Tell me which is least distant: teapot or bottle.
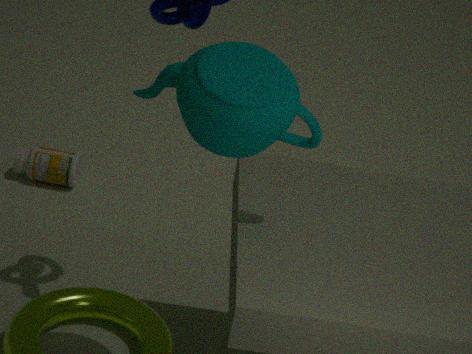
teapot
